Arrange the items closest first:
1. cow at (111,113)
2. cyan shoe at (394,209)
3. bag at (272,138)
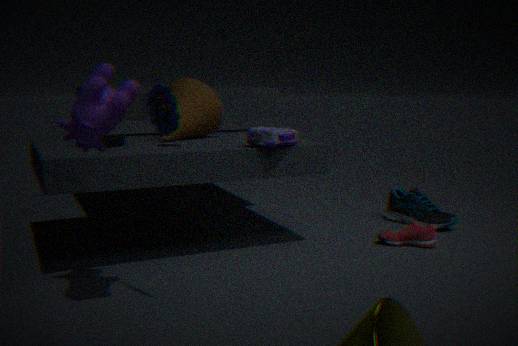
cow at (111,113) → bag at (272,138) → cyan shoe at (394,209)
